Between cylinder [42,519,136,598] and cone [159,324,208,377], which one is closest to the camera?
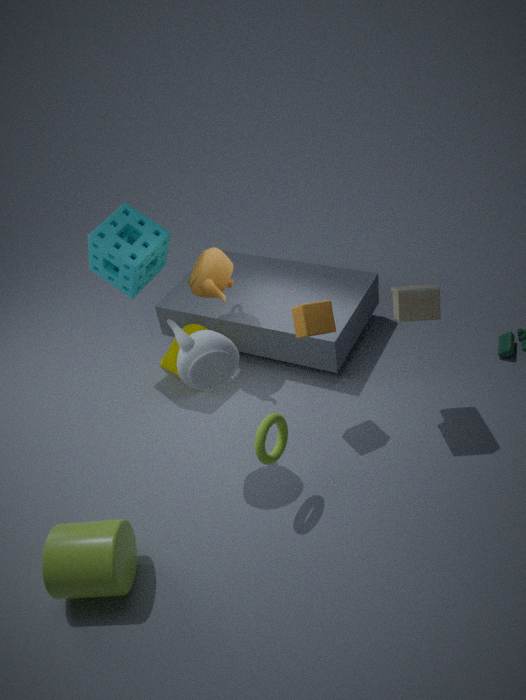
cylinder [42,519,136,598]
